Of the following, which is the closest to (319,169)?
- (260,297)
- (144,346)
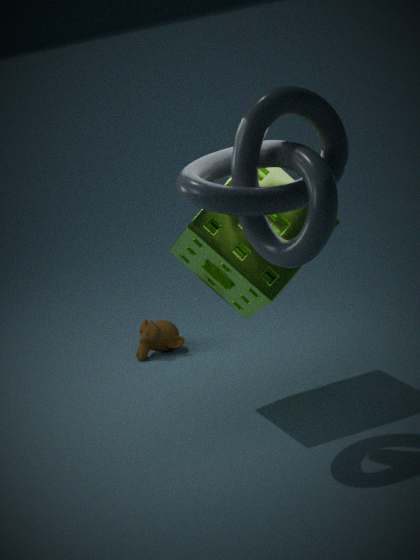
(260,297)
